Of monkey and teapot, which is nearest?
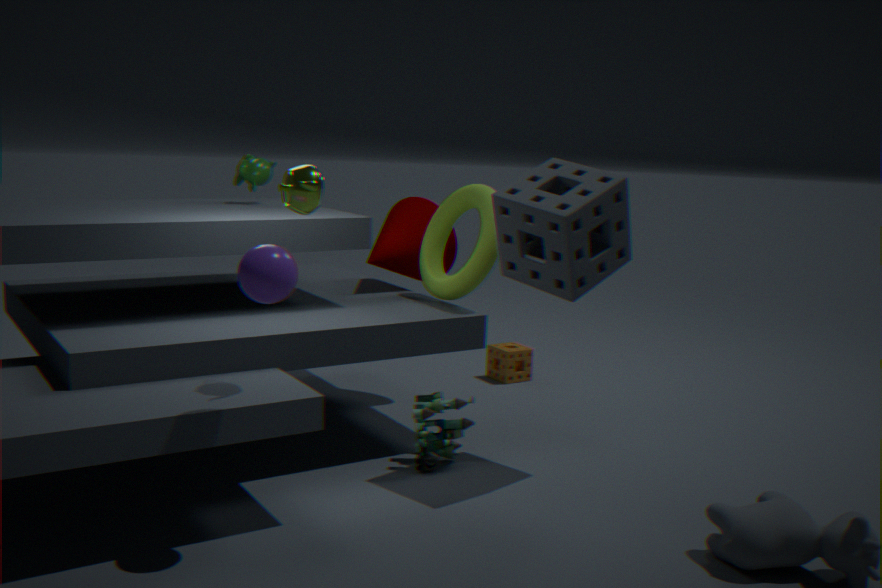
teapot
